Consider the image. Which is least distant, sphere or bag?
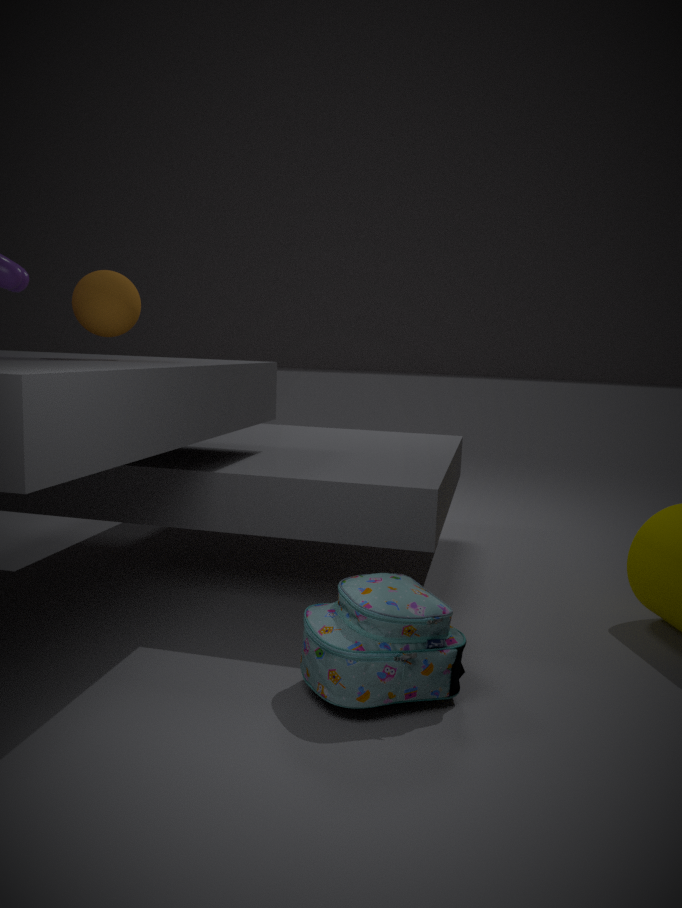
bag
